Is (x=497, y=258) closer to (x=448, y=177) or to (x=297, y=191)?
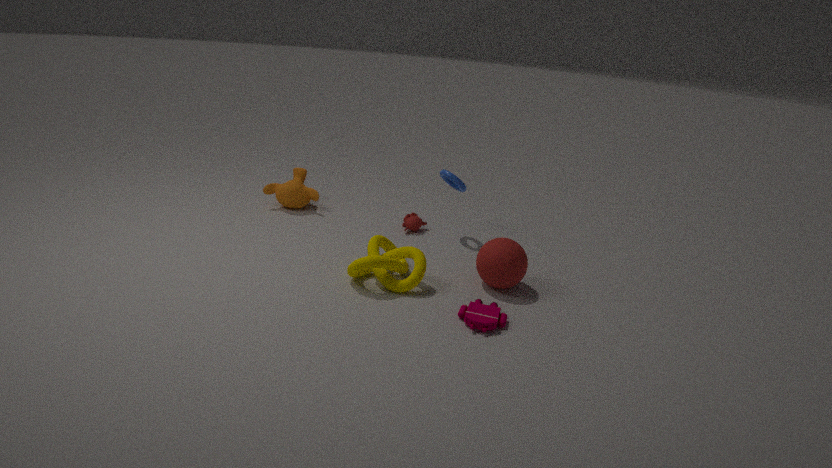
(x=448, y=177)
